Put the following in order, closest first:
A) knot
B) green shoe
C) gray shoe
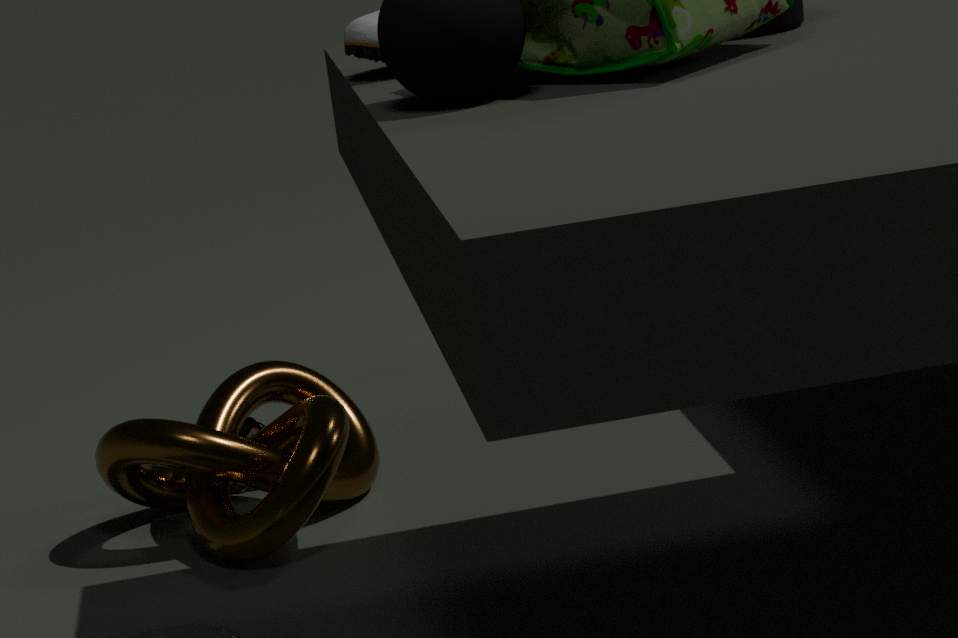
1. gray shoe
2. knot
3. green shoe
